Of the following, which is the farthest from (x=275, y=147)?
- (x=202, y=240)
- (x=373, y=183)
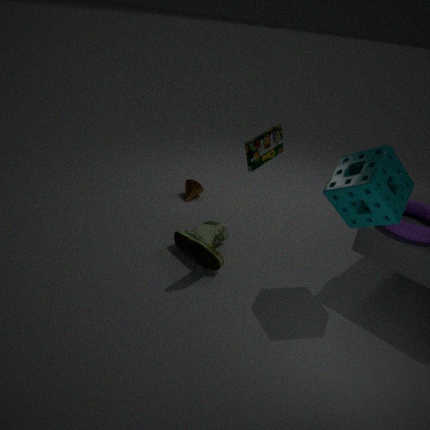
(x=202, y=240)
